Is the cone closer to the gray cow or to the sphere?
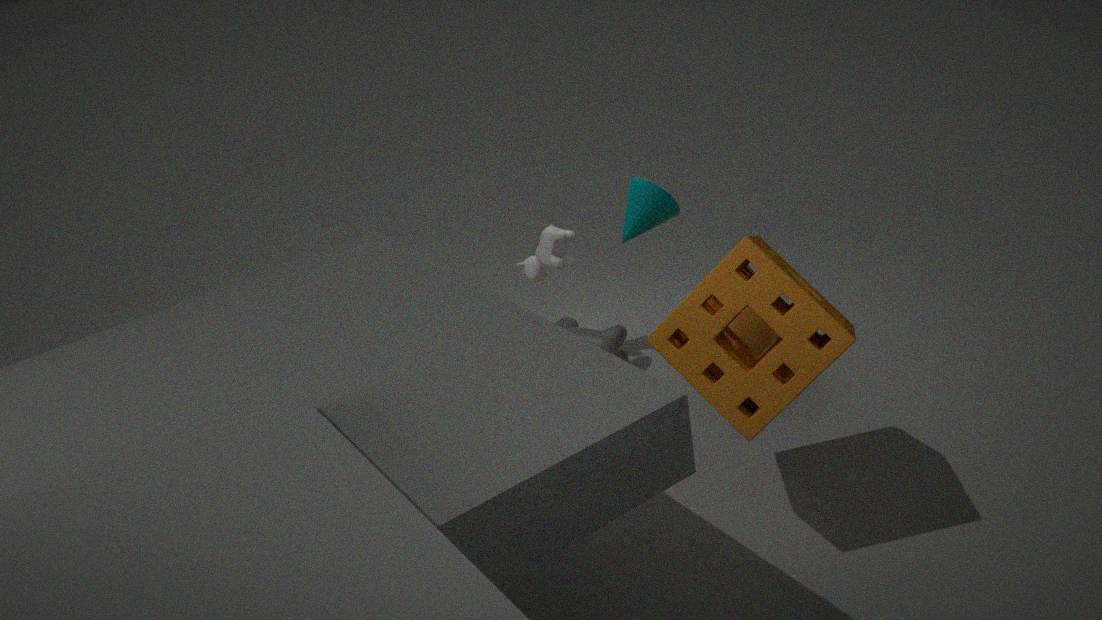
the sphere
